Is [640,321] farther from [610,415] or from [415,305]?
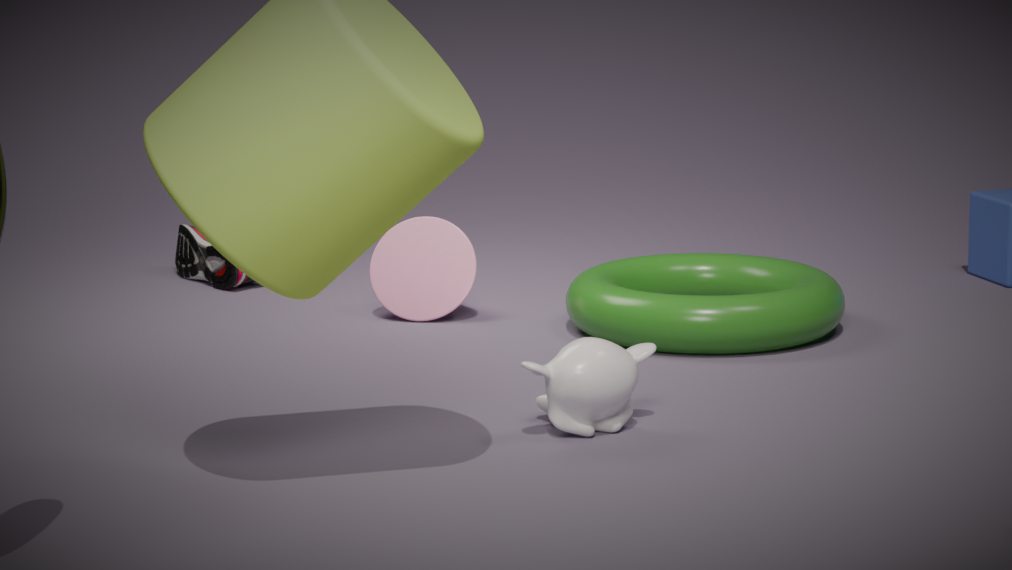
[610,415]
